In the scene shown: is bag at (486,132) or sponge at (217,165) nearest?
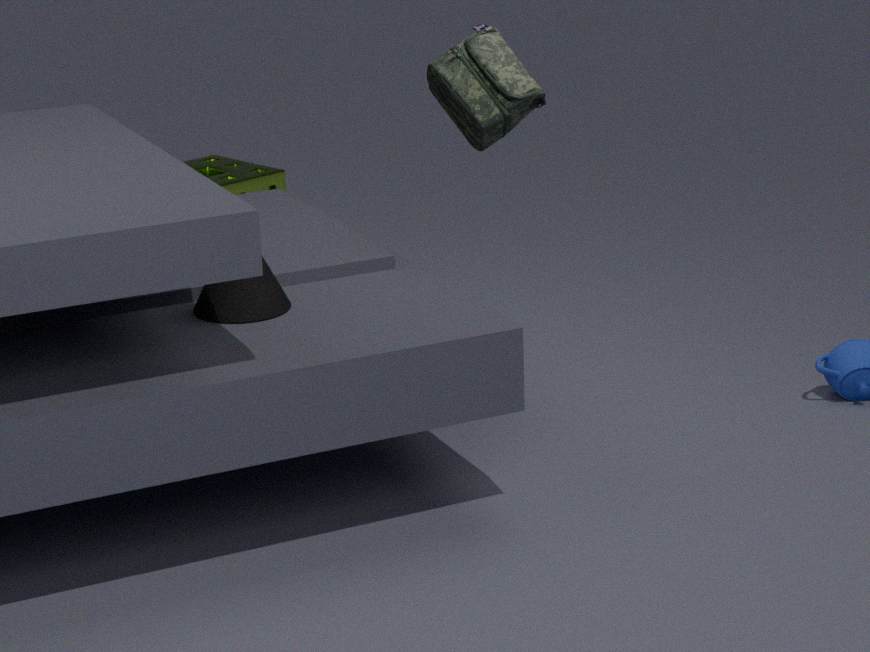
bag at (486,132)
